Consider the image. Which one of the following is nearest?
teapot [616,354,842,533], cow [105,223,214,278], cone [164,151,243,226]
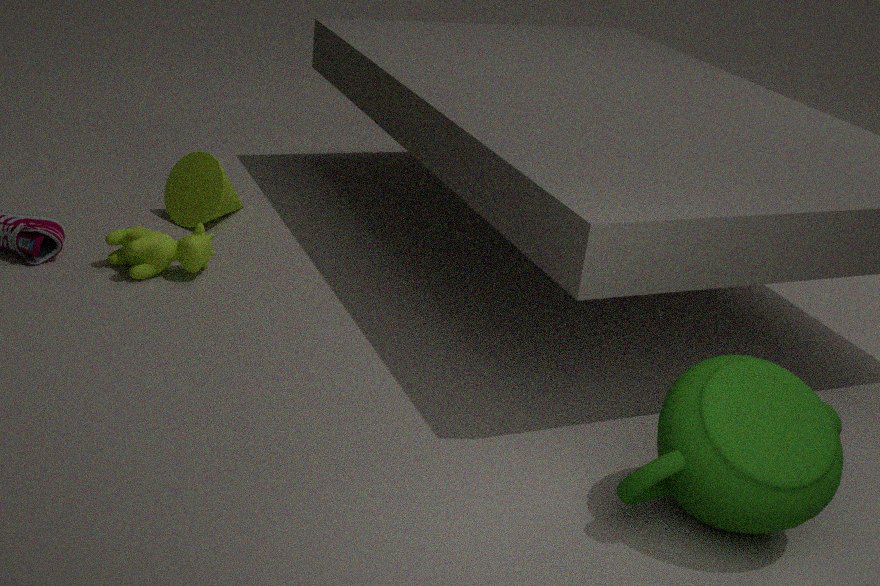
teapot [616,354,842,533]
